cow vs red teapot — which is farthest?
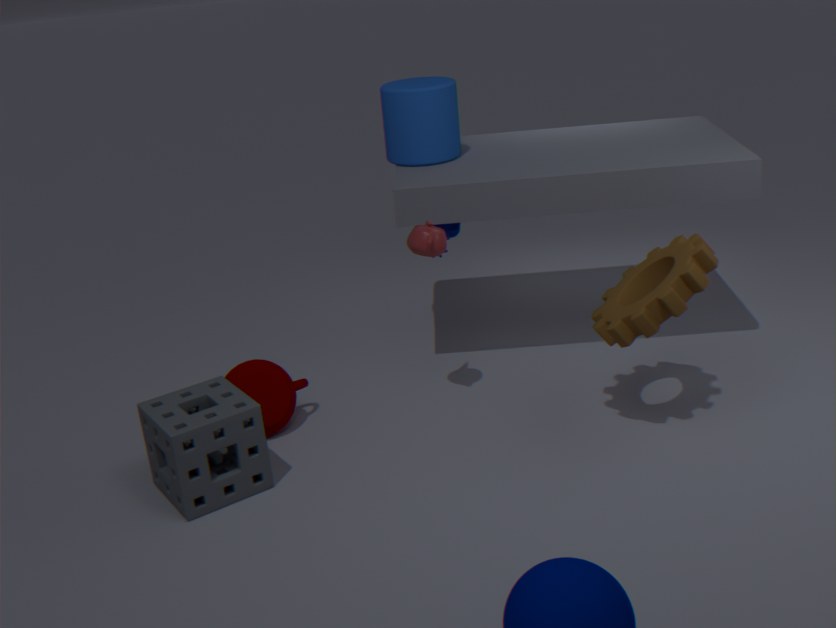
cow
